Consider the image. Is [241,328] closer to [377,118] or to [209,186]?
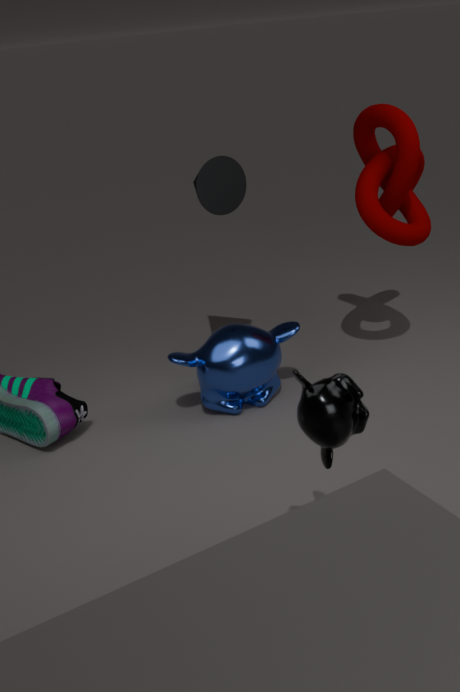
[209,186]
